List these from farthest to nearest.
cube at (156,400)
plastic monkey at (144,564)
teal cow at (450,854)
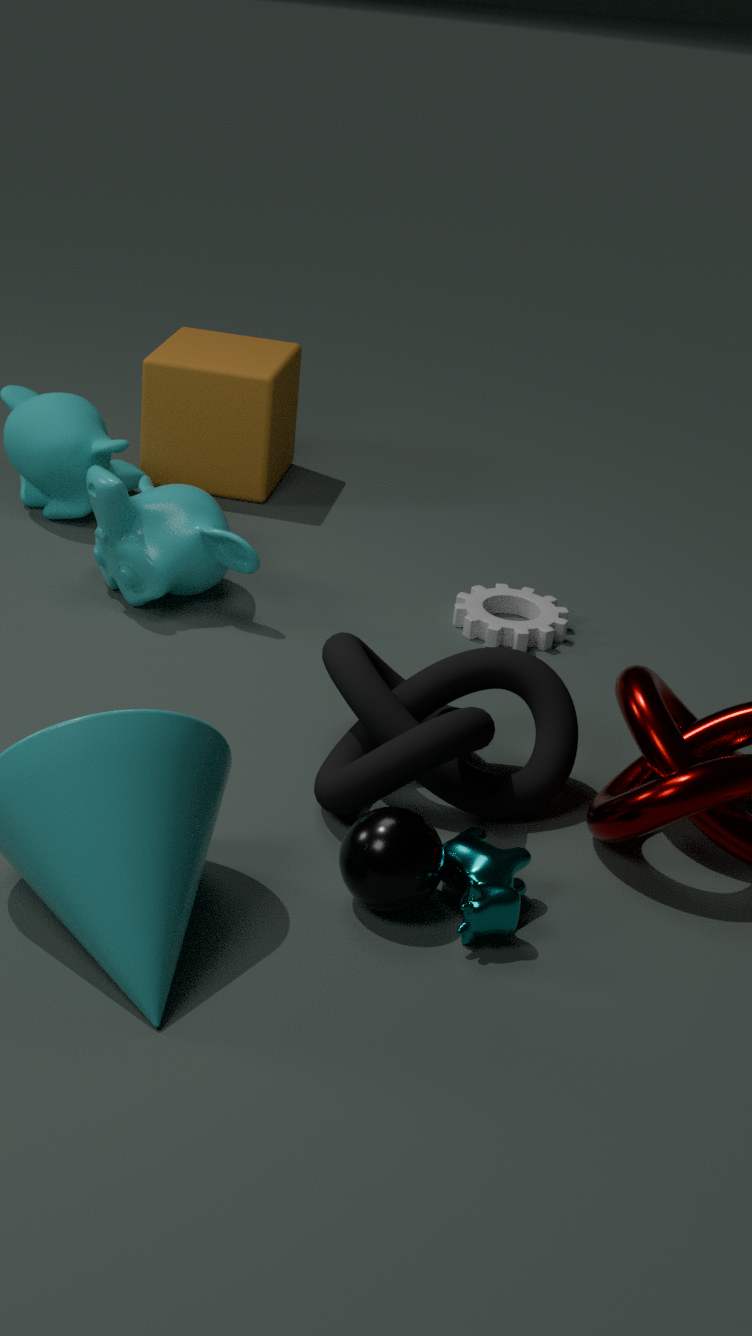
cube at (156,400) → plastic monkey at (144,564) → teal cow at (450,854)
